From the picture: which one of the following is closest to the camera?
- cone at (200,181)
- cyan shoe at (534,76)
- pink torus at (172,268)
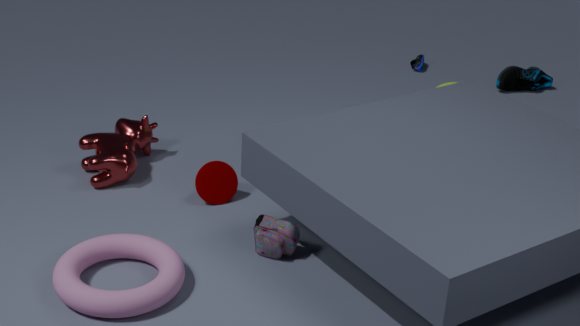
pink torus at (172,268)
